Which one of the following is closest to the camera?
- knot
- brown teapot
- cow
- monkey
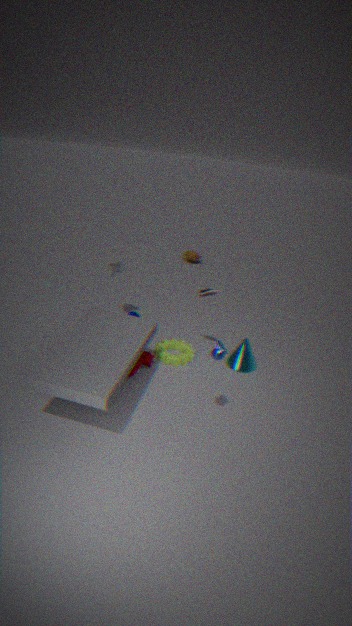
monkey
